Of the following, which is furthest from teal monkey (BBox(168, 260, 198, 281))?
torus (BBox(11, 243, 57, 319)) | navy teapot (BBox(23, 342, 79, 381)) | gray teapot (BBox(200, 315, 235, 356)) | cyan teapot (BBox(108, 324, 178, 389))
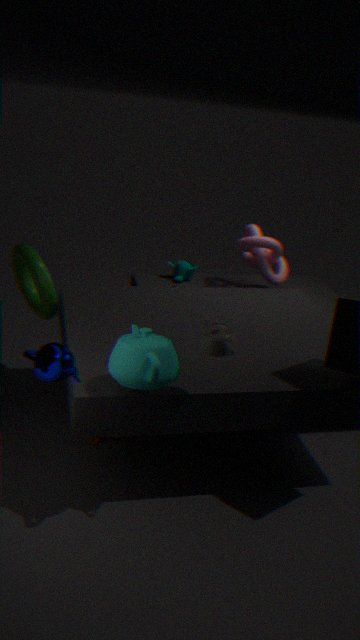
navy teapot (BBox(23, 342, 79, 381))
